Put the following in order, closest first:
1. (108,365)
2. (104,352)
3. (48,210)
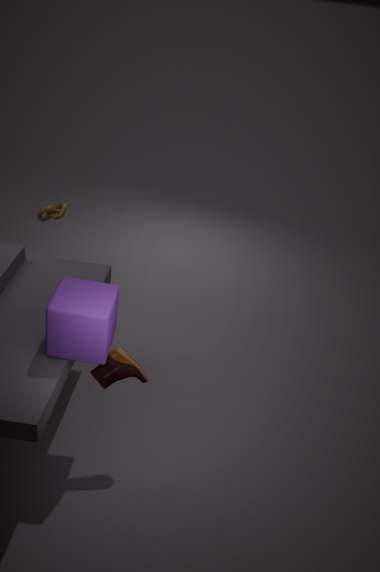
(104,352) → (108,365) → (48,210)
